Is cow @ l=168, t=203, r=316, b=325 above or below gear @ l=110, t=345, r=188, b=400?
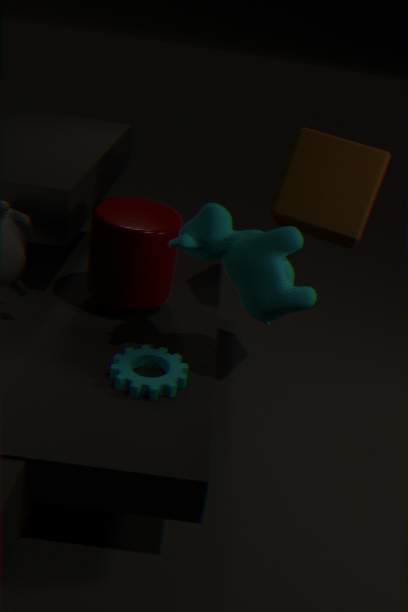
above
